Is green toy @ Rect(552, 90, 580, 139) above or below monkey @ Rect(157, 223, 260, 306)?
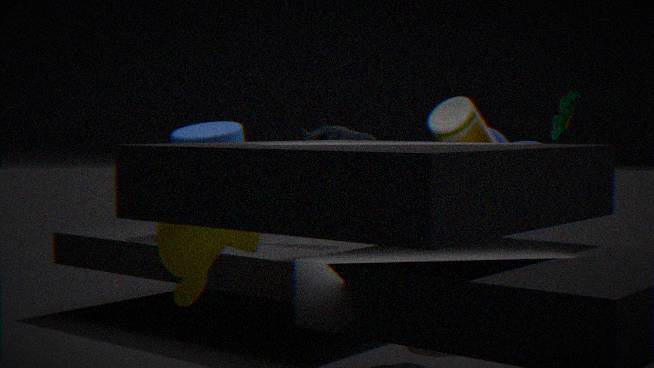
above
